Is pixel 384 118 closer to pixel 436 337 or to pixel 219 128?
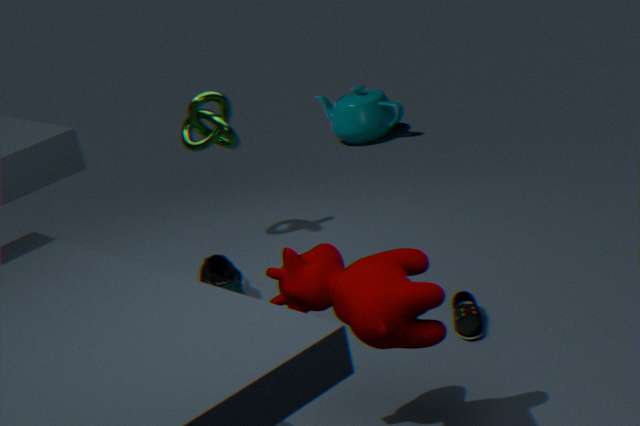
pixel 219 128
